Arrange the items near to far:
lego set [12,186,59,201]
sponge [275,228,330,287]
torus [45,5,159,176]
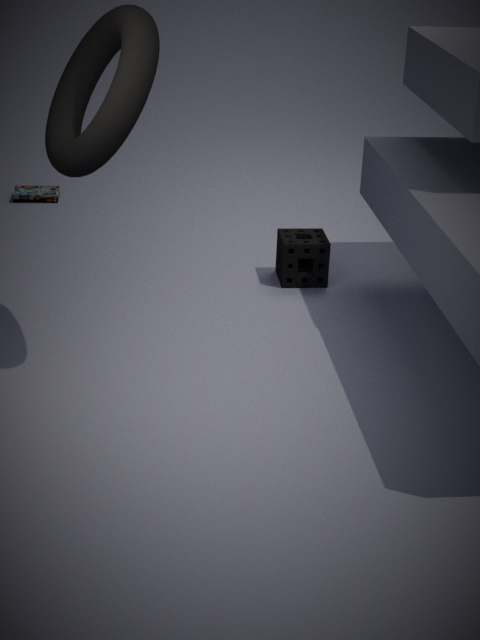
torus [45,5,159,176] < sponge [275,228,330,287] < lego set [12,186,59,201]
